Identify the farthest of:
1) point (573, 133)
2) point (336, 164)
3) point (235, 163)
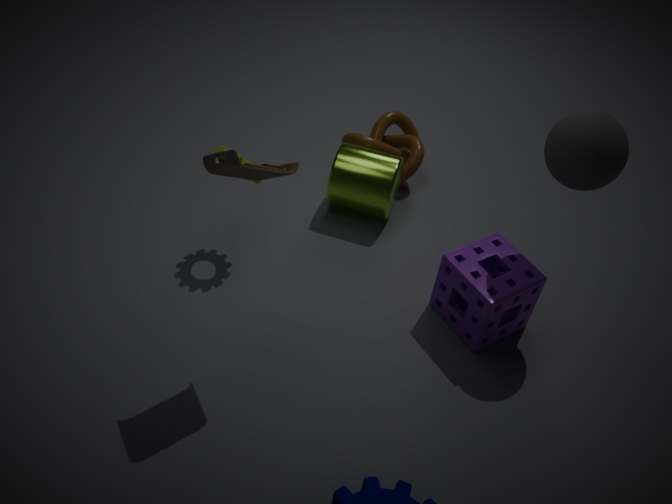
2. point (336, 164)
